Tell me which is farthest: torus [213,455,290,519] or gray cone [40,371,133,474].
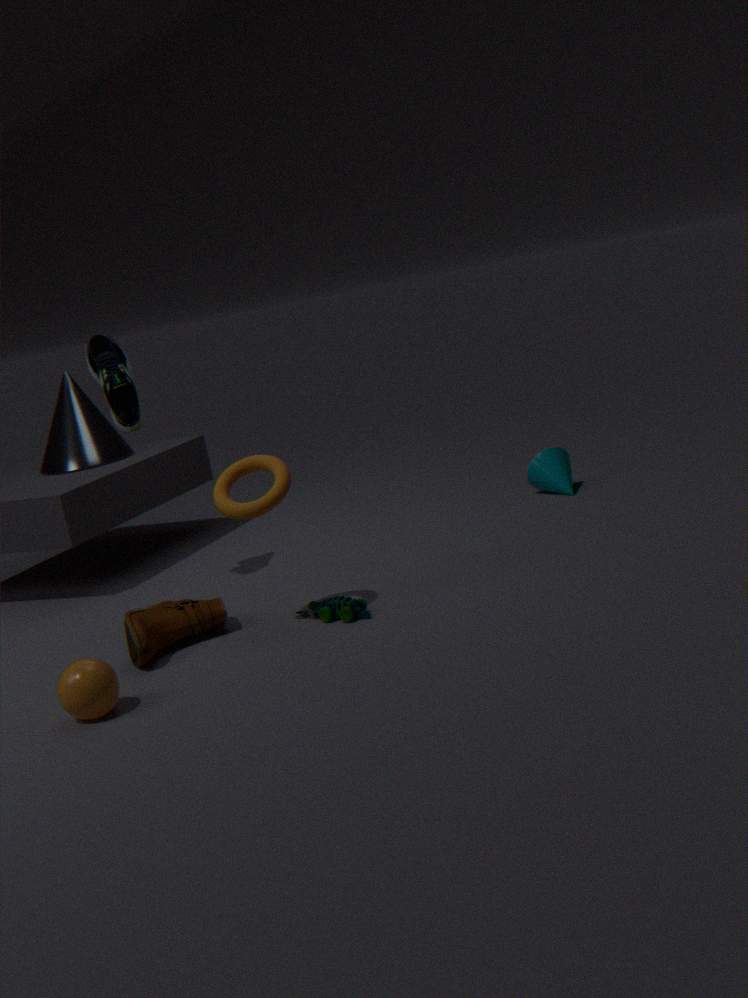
gray cone [40,371,133,474]
